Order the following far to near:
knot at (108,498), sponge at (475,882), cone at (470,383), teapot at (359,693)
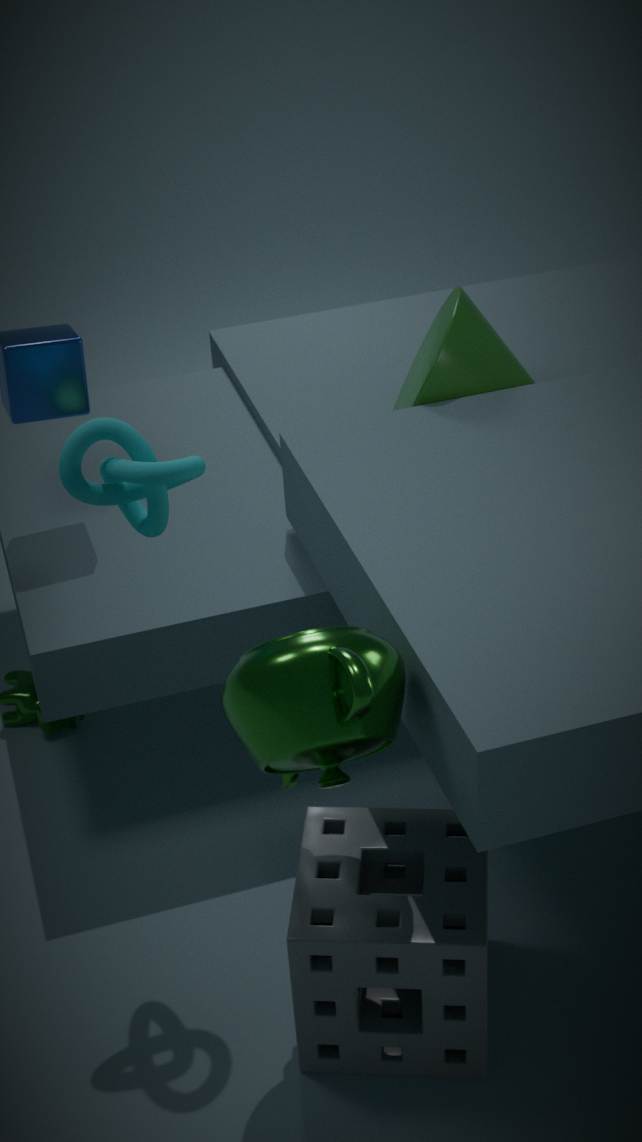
cone at (470,383) → knot at (108,498) → sponge at (475,882) → teapot at (359,693)
